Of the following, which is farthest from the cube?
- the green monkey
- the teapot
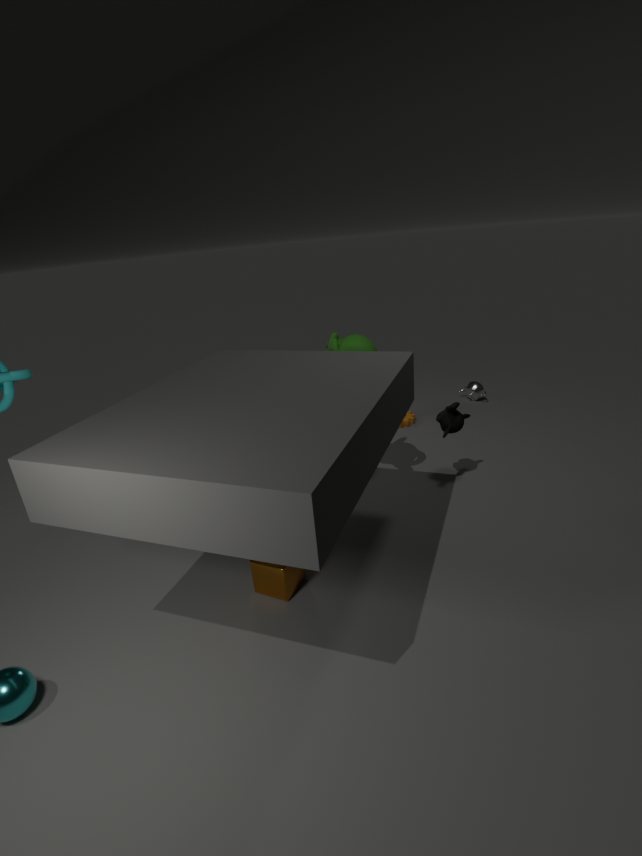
the teapot
